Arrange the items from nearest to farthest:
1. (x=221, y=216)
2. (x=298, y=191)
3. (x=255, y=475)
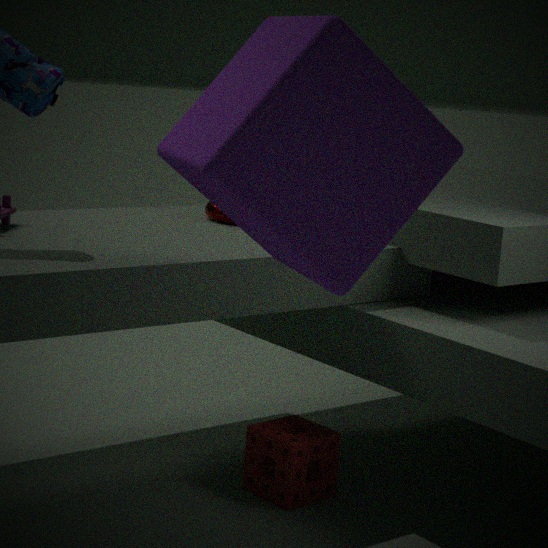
(x=298, y=191), (x=255, y=475), (x=221, y=216)
